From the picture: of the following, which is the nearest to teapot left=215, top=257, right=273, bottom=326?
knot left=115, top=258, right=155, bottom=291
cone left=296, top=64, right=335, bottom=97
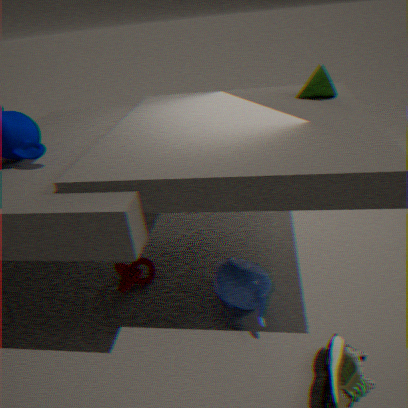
knot left=115, top=258, right=155, bottom=291
